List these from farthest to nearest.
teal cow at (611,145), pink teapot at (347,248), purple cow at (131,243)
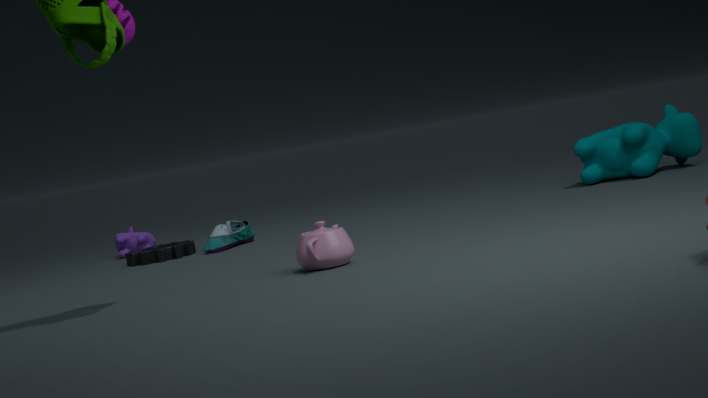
purple cow at (131,243) → teal cow at (611,145) → pink teapot at (347,248)
